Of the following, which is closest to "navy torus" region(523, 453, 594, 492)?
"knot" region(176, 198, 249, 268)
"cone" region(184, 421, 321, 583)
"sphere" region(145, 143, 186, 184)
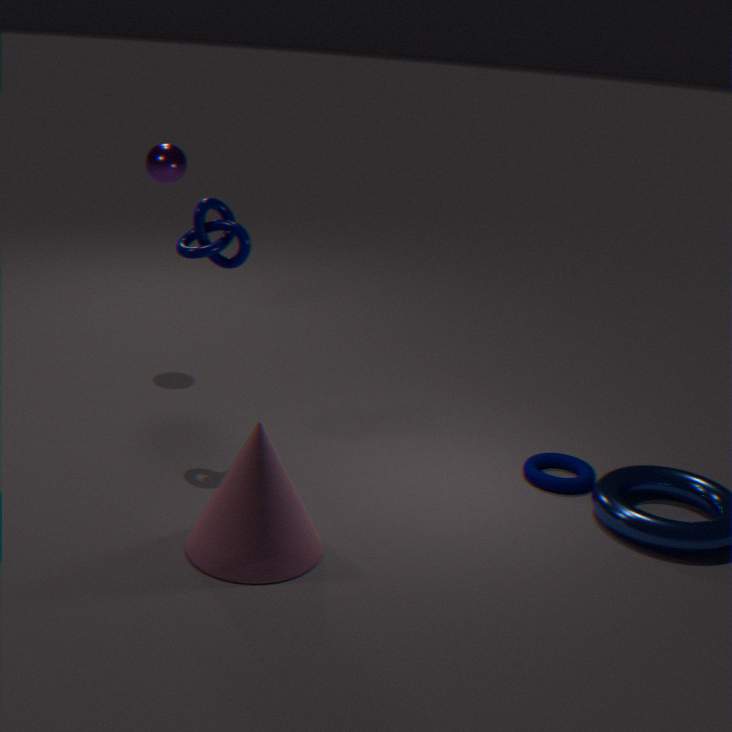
"cone" region(184, 421, 321, 583)
